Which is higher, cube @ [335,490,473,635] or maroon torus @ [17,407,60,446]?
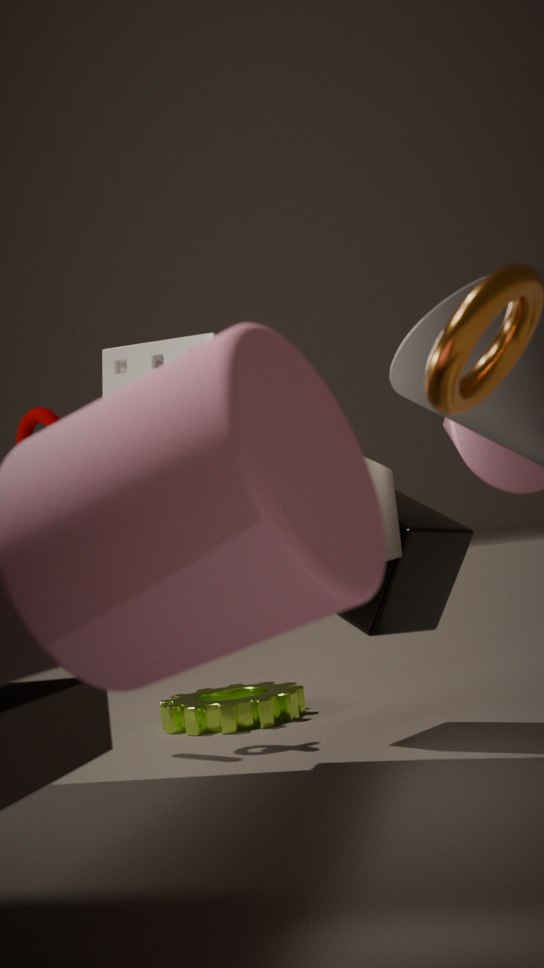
maroon torus @ [17,407,60,446]
